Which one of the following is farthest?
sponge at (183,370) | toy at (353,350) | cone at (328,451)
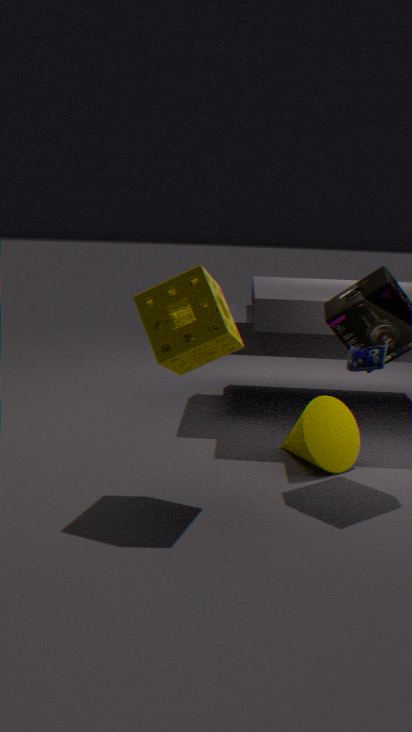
cone at (328,451)
